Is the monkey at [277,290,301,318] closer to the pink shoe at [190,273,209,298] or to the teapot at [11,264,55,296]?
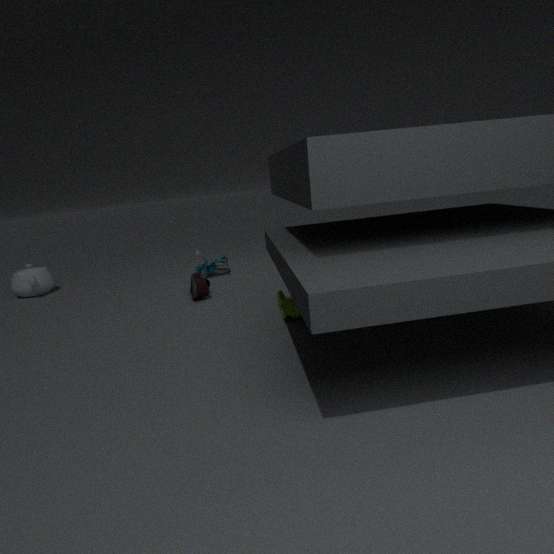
the pink shoe at [190,273,209,298]
